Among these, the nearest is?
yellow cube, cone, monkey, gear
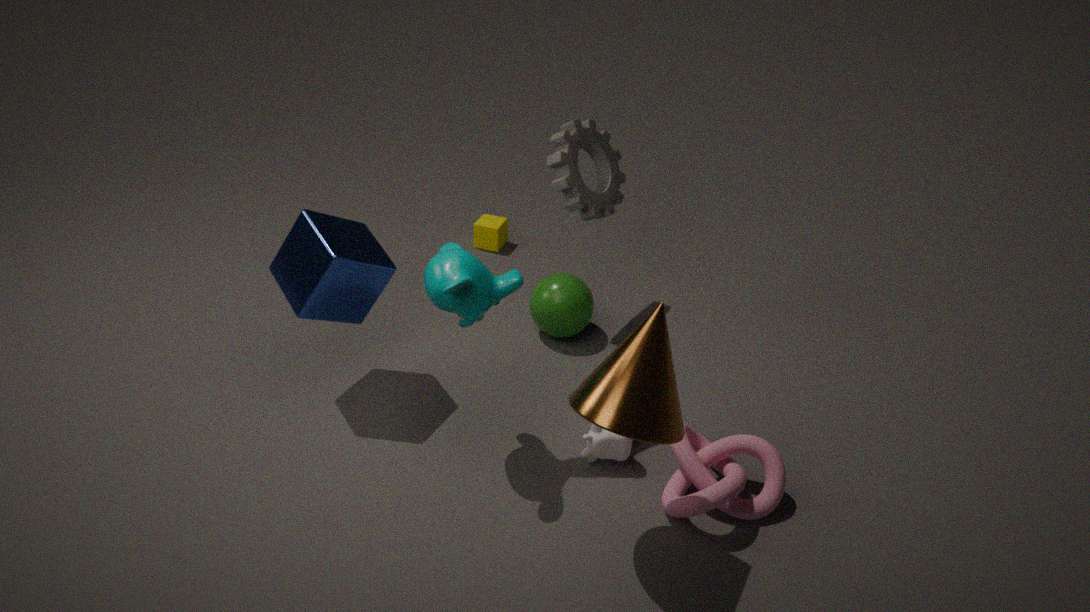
cone
